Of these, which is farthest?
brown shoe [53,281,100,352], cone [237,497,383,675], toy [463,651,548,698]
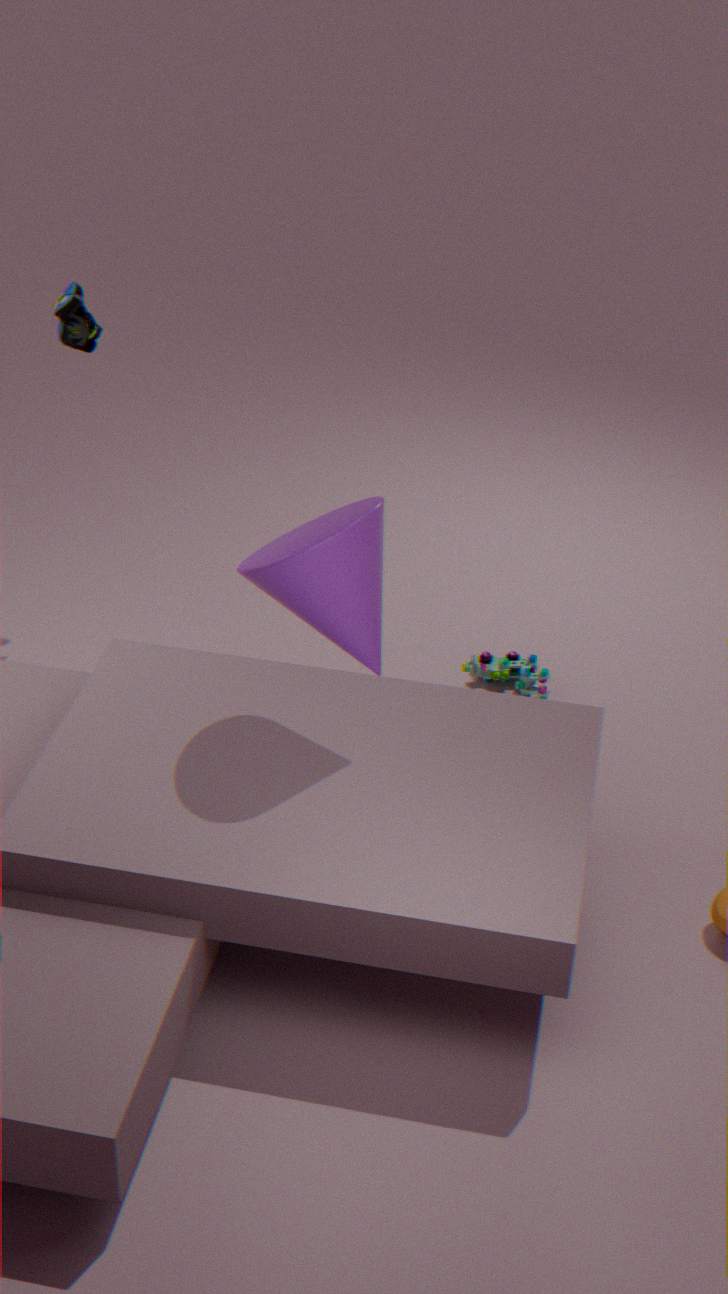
toy [463,651,548,698]
